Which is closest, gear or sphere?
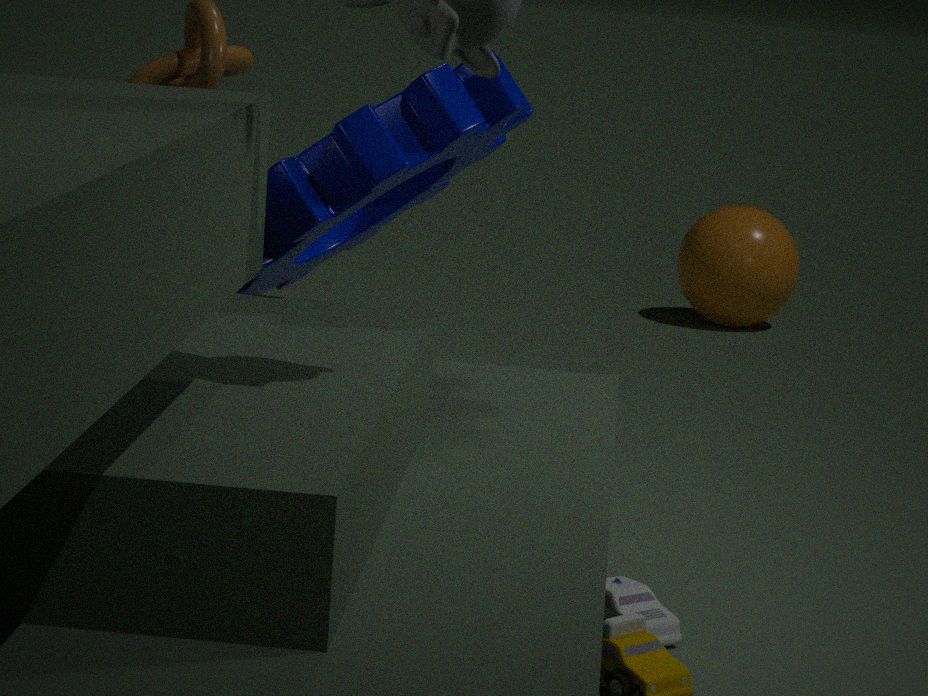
gear
